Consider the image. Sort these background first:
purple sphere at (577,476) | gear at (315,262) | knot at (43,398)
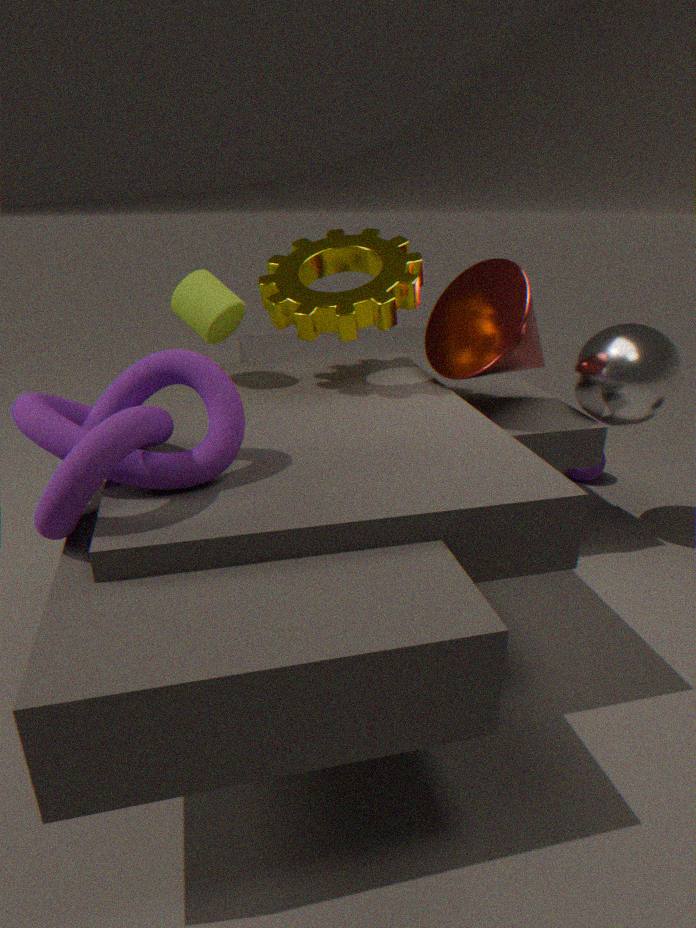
purple sphere at (577,476), gear at (315,262), knot at (43,398)
